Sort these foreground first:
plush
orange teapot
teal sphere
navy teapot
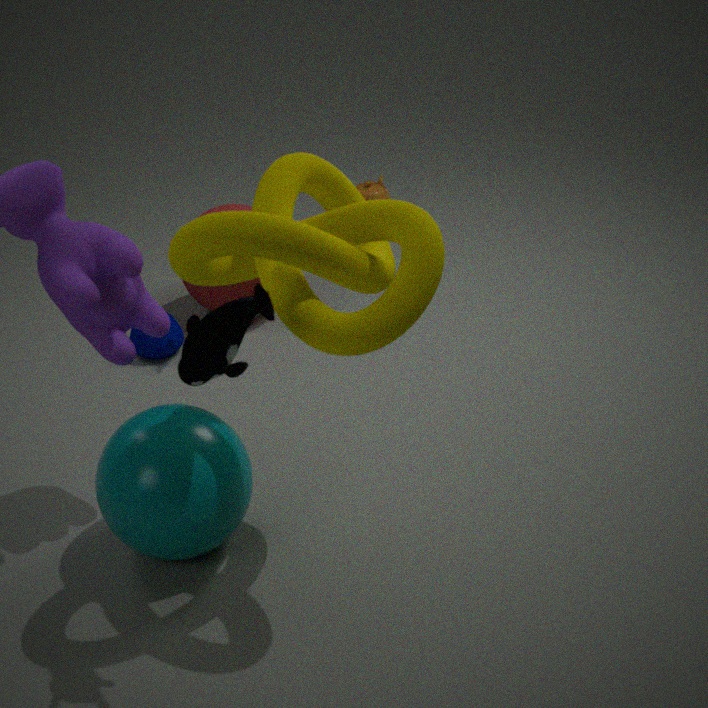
plush, teal sphere, navy teapot, orange teapot
